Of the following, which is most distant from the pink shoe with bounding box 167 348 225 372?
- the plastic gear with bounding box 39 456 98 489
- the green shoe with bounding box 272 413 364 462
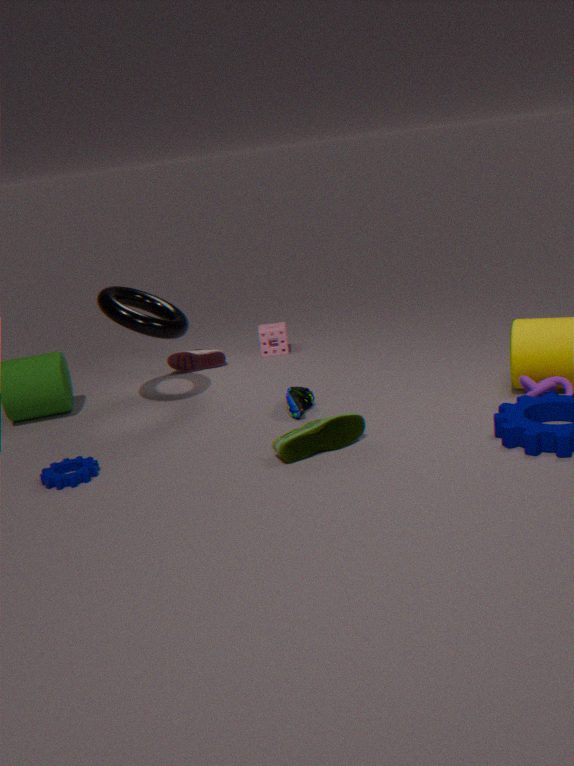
the green shoe with bounding box 272 413 364 462
